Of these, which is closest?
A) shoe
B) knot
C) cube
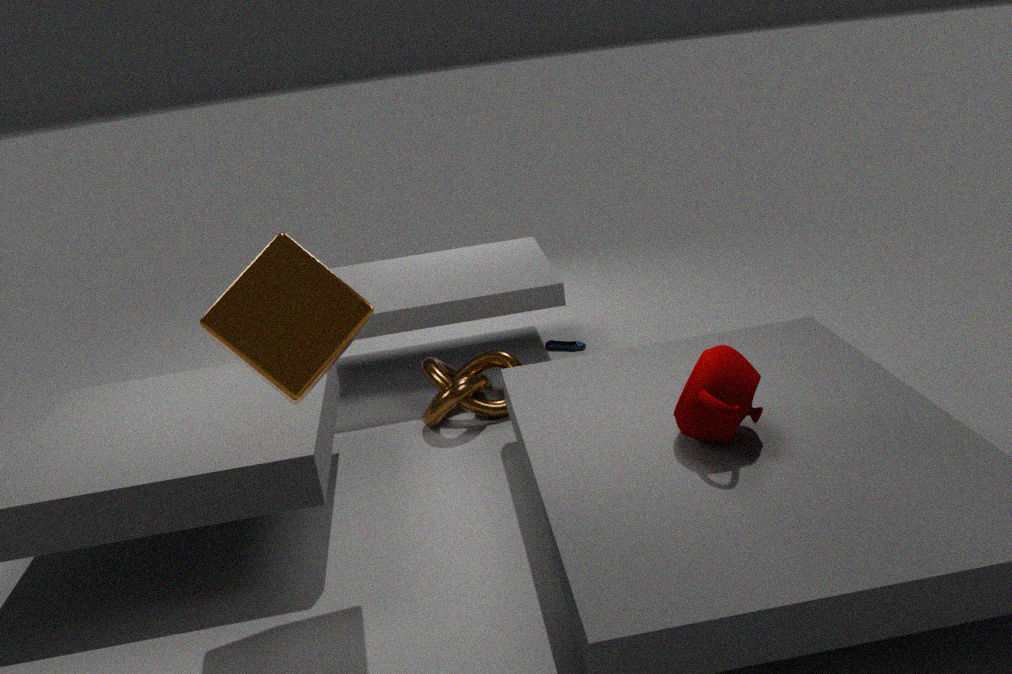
C. cube
